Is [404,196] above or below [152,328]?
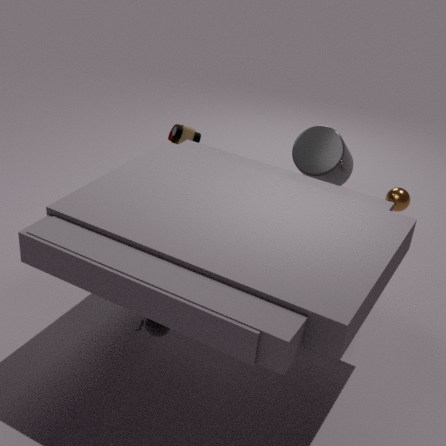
above
